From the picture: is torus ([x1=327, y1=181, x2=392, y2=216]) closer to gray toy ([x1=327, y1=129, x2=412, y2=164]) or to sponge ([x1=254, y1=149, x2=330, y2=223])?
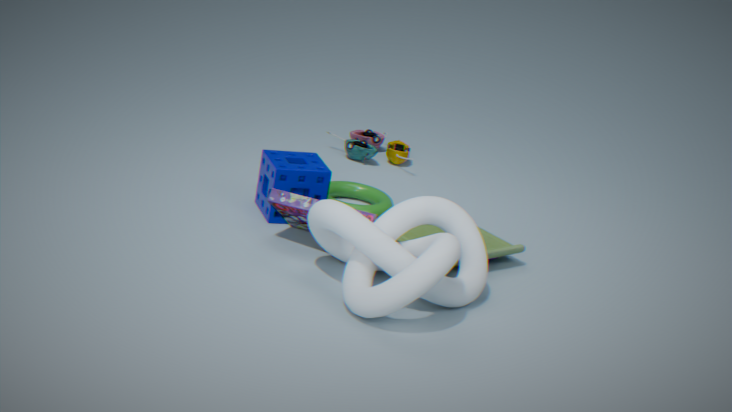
sponge ([x1=254, y1=149, x2=330, y2=223])
